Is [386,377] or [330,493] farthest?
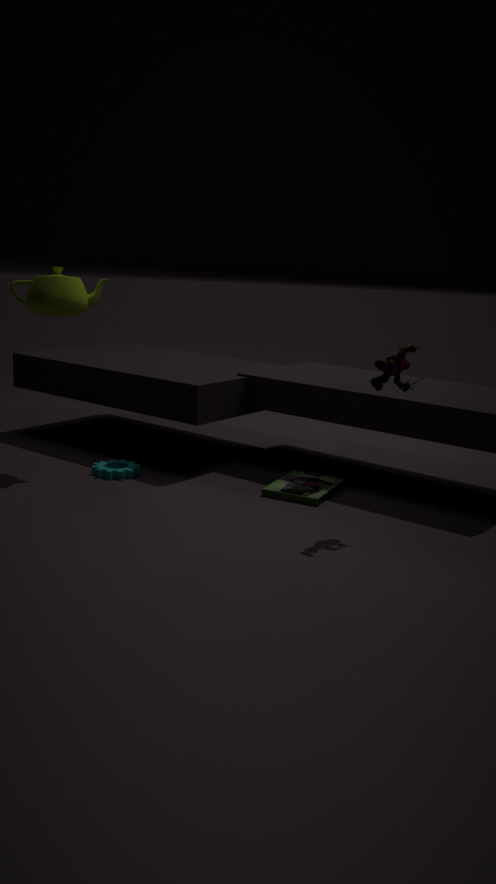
[330,493]
